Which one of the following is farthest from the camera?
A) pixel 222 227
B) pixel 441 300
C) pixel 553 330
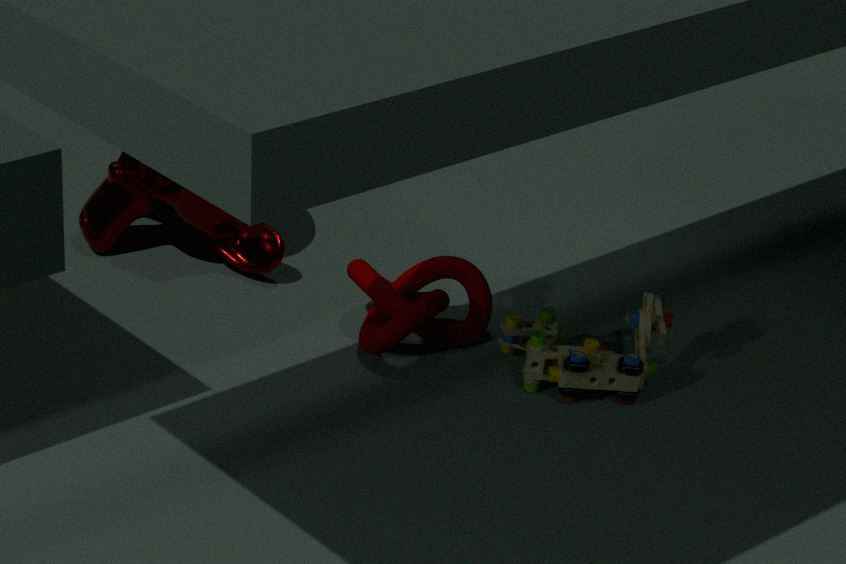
pixel 222 227
